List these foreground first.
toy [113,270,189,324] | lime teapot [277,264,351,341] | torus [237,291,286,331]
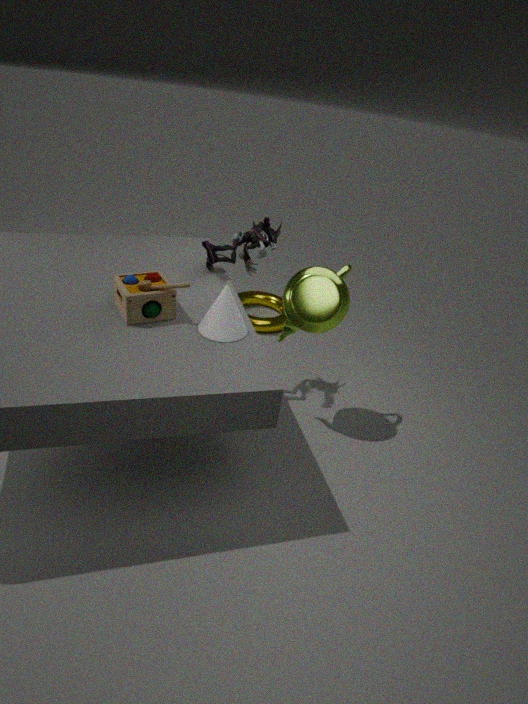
toy [113,270,189,324], lime teapot [277,264,351,341], torus [237,291,286,331]
